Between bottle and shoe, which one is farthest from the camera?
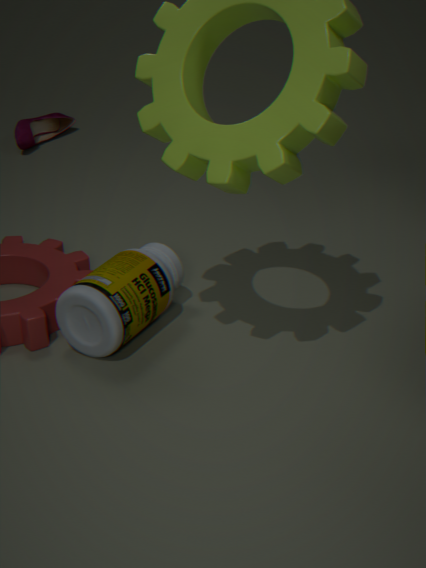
shoe
